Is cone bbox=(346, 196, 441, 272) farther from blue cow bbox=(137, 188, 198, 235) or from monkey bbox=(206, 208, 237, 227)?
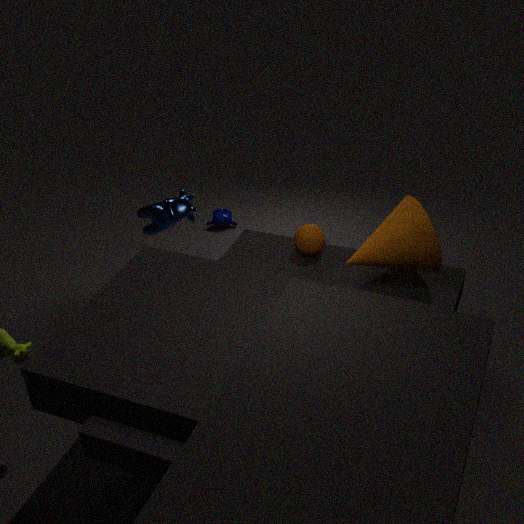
monkey bbox=(206, 208, 237, 227)
